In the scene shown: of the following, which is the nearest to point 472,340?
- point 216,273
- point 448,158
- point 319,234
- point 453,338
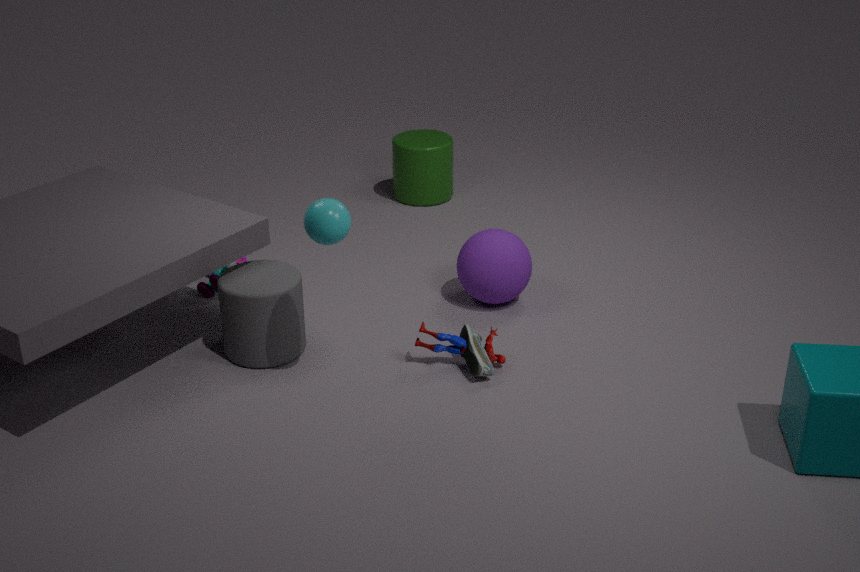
point 453,338
